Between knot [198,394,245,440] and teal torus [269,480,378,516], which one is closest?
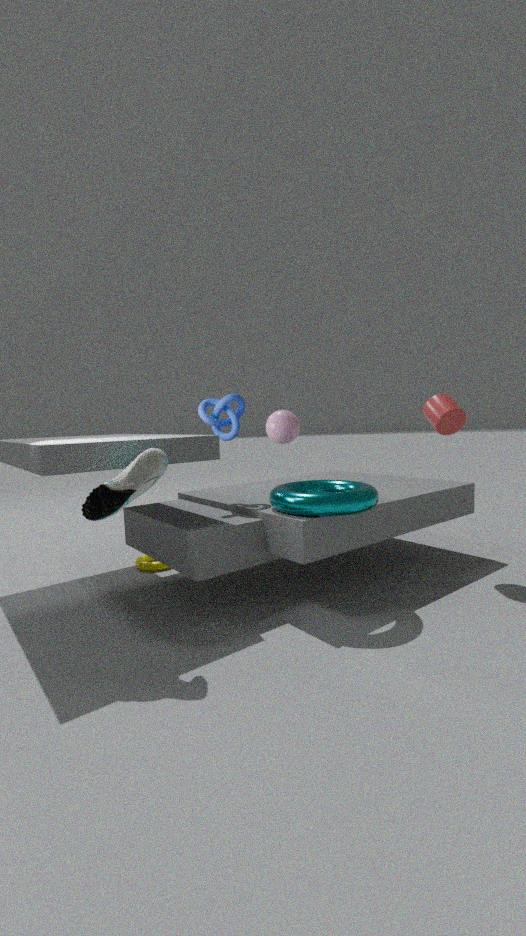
teal torus [269,480,378,516]
